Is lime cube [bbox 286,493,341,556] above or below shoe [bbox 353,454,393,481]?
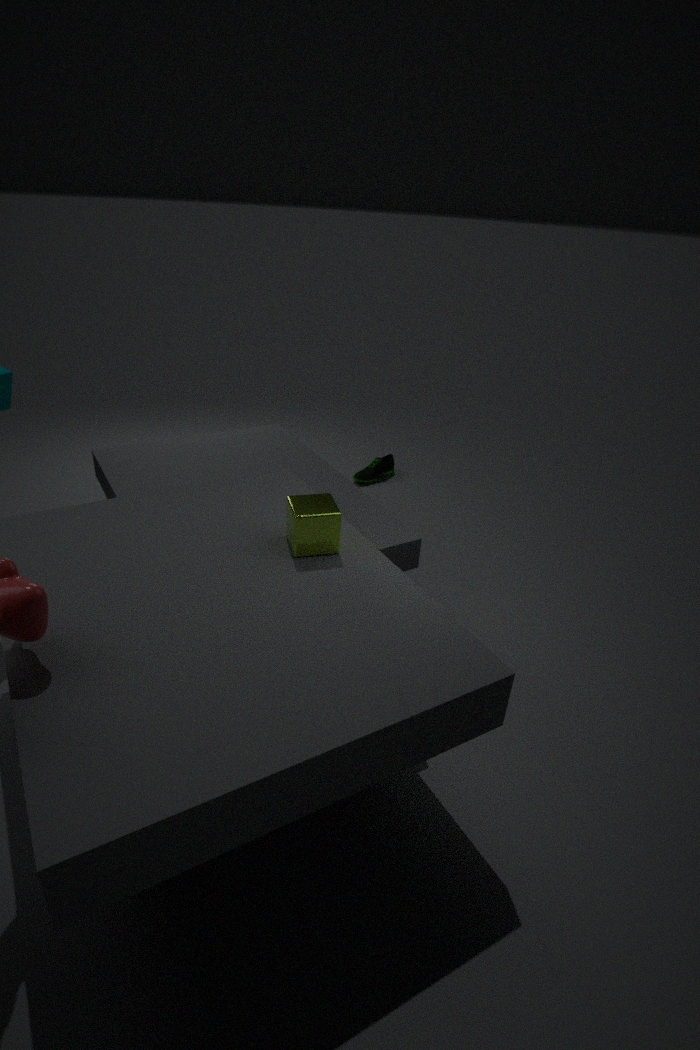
above
